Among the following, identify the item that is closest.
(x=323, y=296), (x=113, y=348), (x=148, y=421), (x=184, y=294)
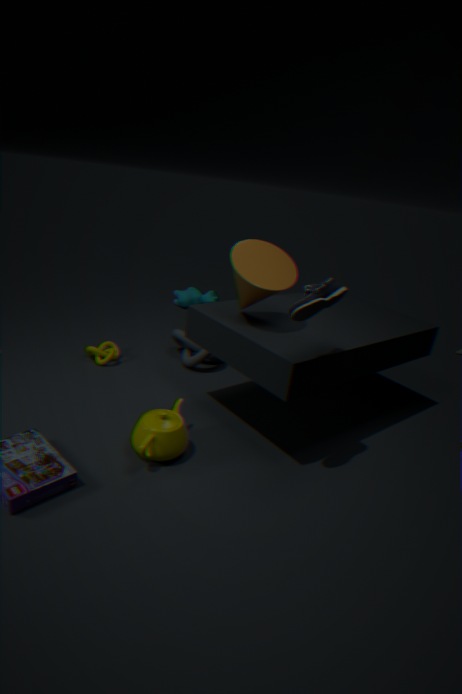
(x=323, y=296)
